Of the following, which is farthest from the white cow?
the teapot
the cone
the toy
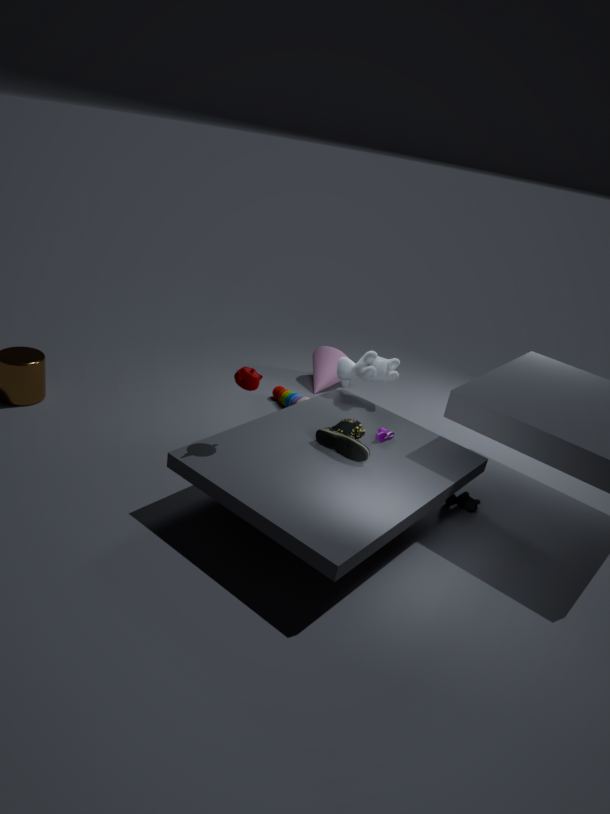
the teapot
